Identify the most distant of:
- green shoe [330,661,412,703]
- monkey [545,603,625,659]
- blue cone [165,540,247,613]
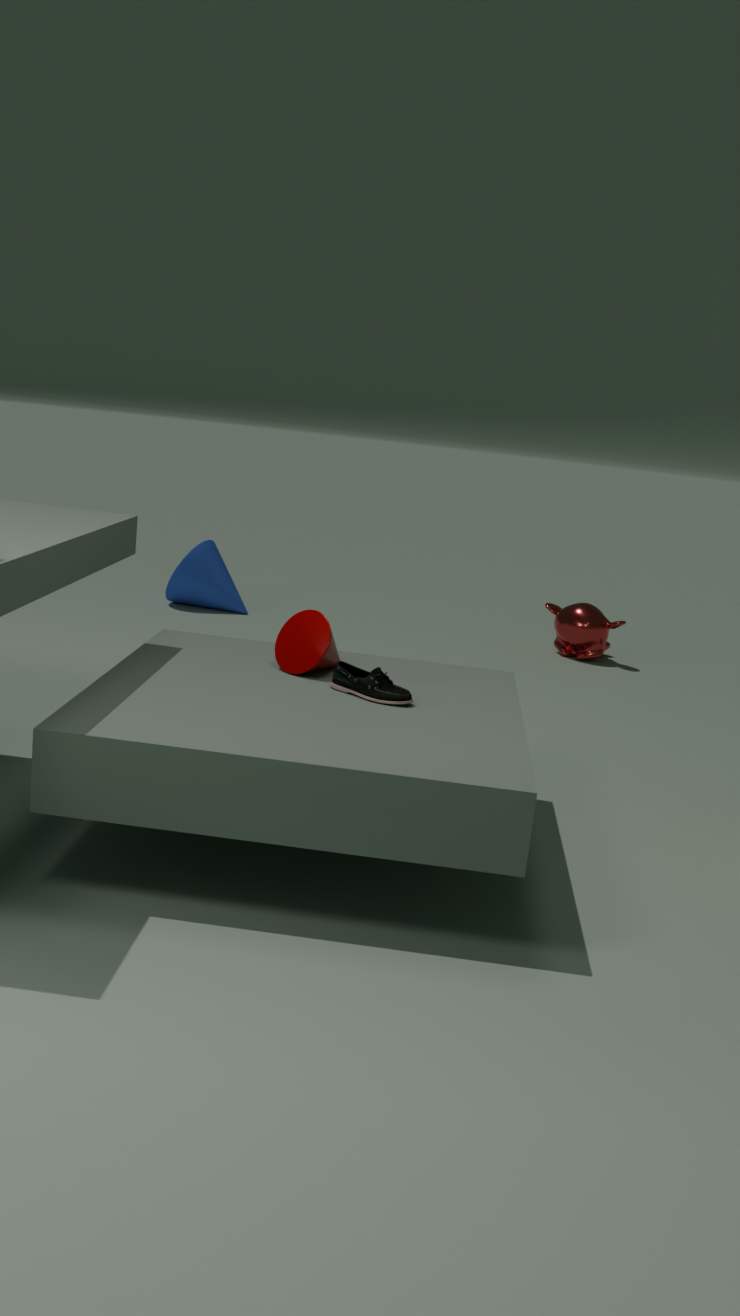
blue cone [165,540,247,613]
